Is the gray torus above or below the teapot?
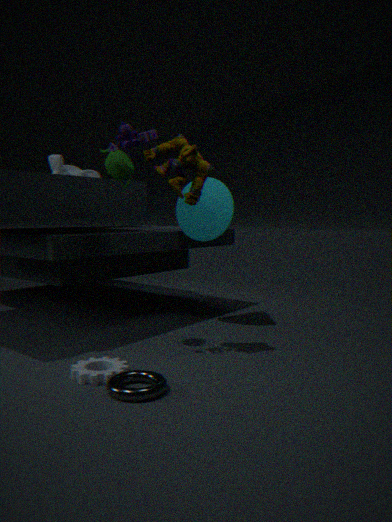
below
